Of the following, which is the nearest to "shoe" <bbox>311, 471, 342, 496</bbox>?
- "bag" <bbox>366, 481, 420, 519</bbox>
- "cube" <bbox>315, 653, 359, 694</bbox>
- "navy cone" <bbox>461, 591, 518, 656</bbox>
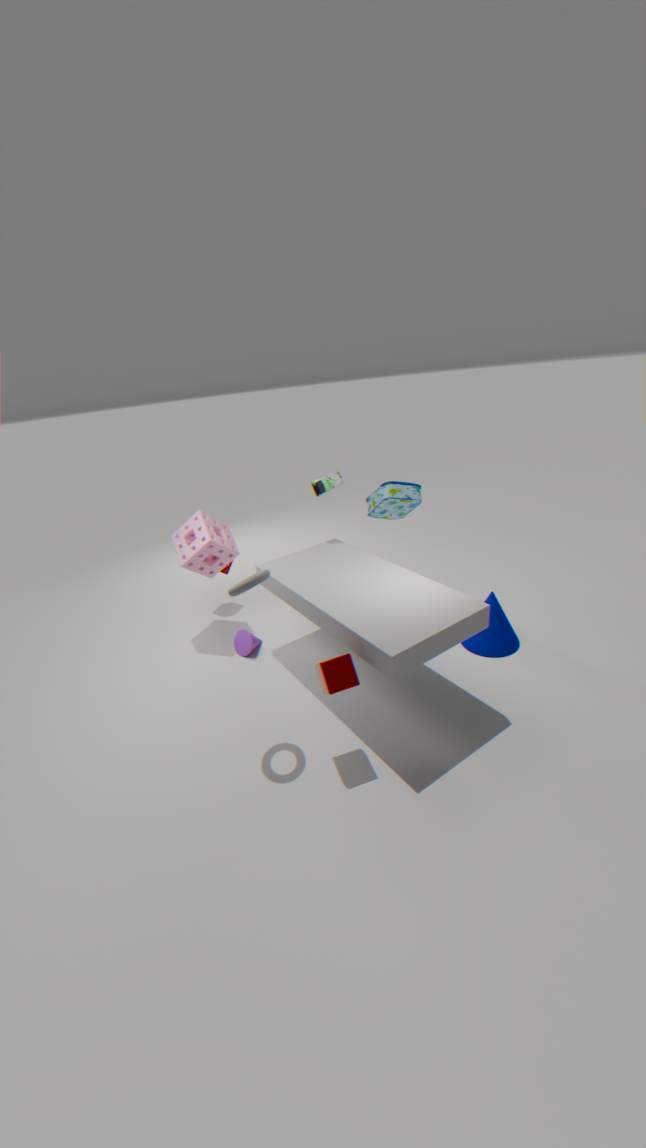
"bag" <bbox>366, 481, 420, 519</bbox>
